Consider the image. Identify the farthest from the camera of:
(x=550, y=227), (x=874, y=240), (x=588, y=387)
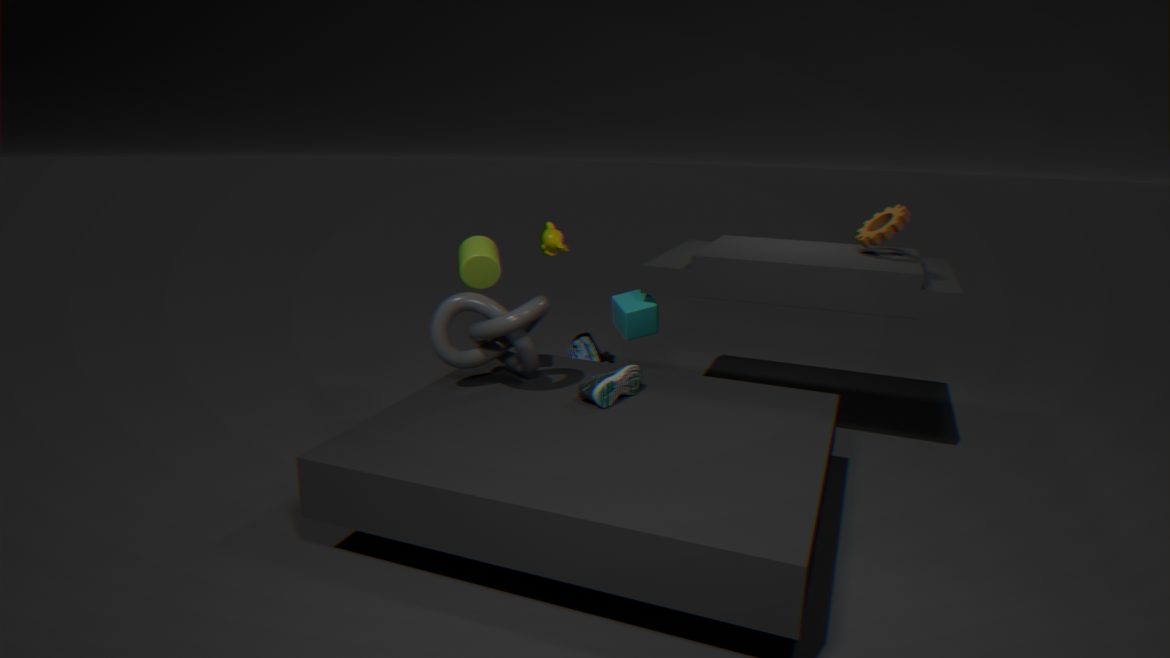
(x=550, y=227)
